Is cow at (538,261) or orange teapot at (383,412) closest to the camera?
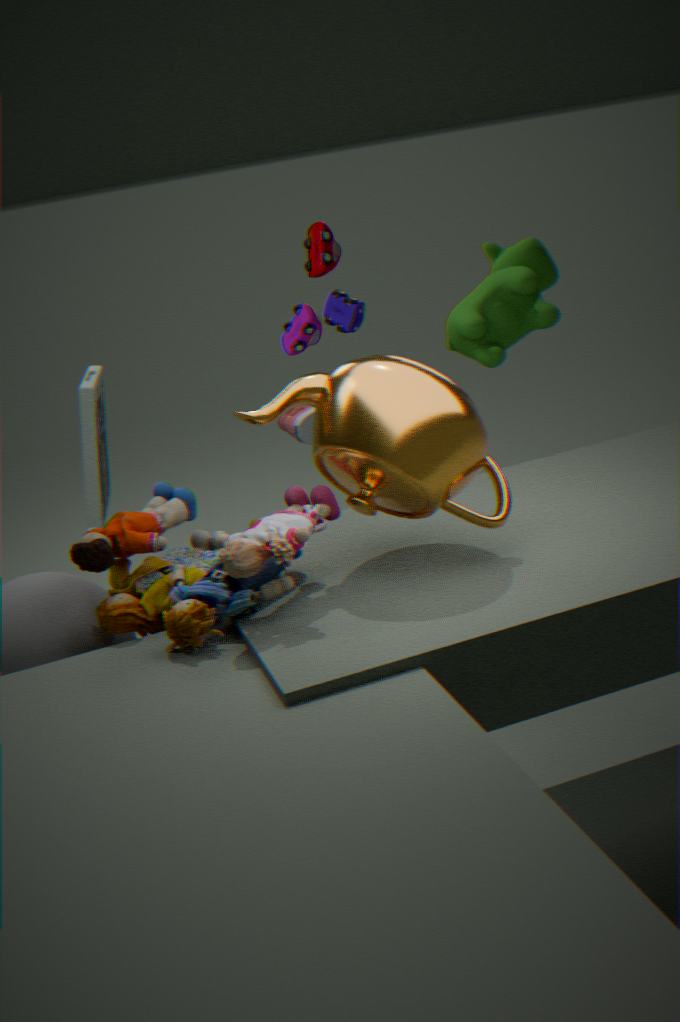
orange teapot at (383,412)
